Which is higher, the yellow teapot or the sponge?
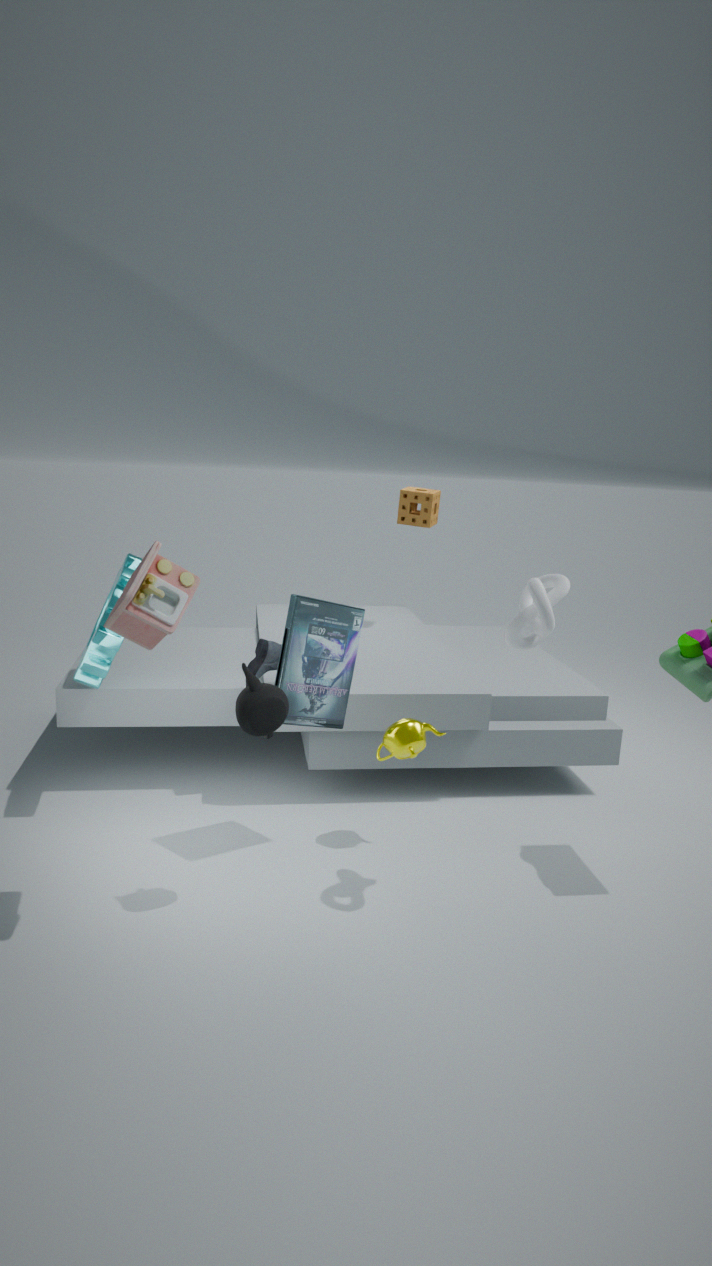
the sponge
